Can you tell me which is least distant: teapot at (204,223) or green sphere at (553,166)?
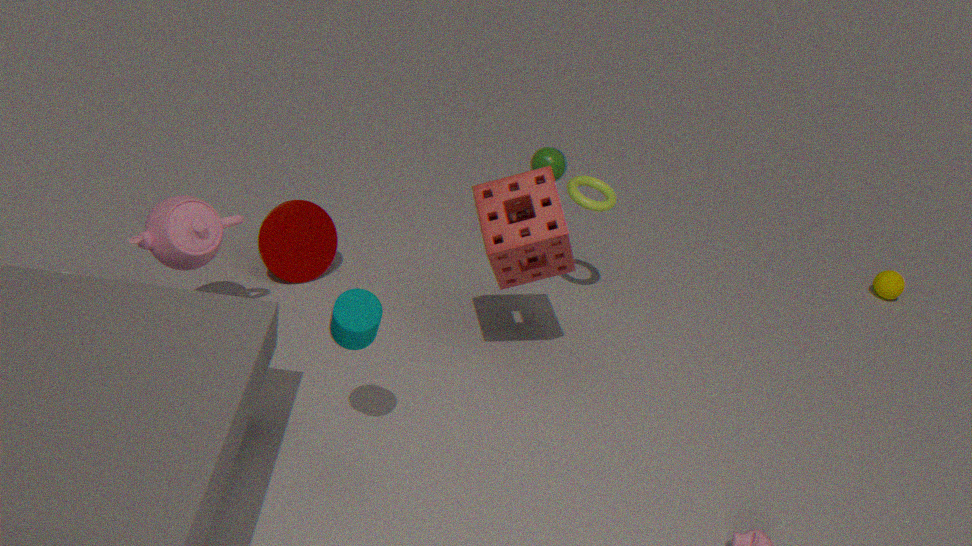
teapot at (204,223)
